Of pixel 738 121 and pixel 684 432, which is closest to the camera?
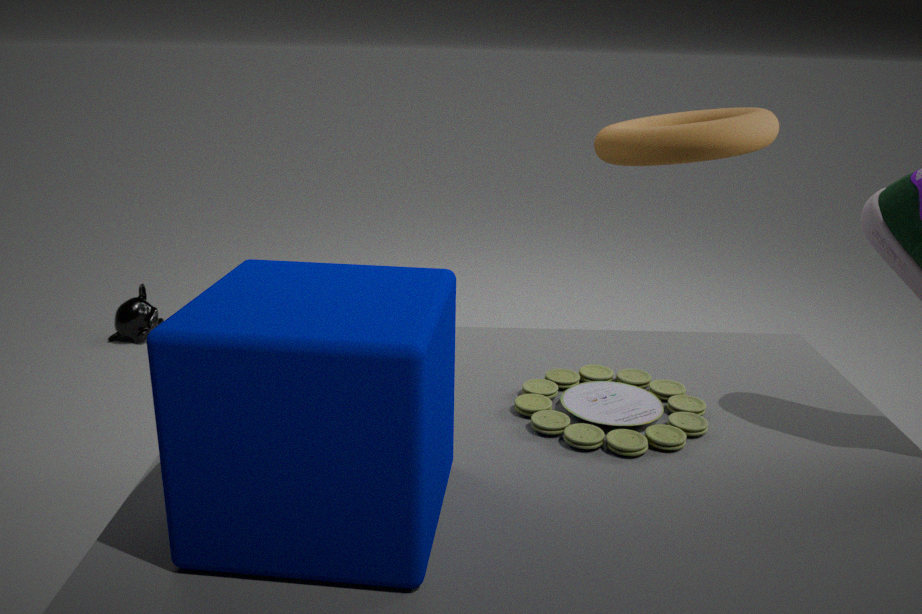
pixel 684 432
